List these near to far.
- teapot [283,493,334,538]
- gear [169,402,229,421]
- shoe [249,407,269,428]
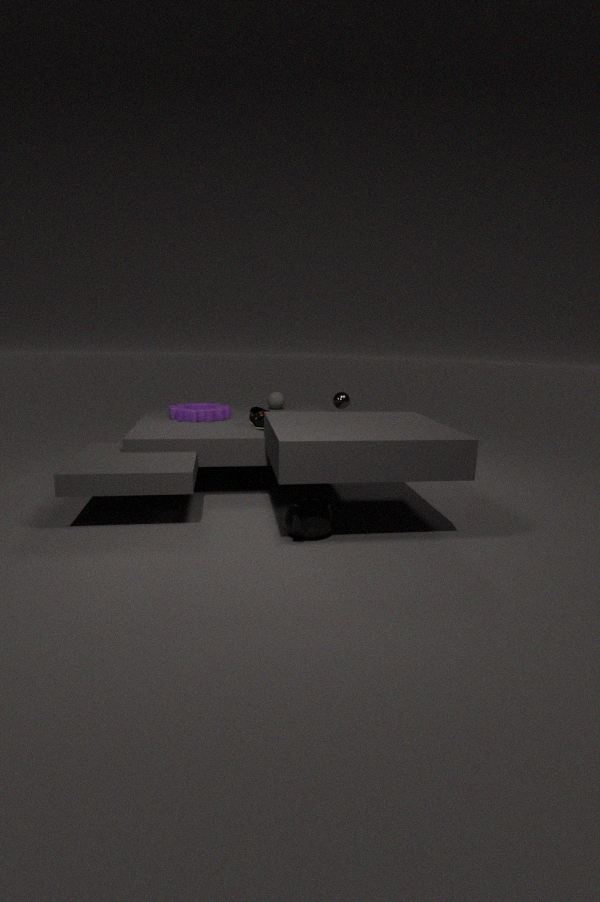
teapot [283,493,334,538] → shoe [249,407,269,428] → gear [169,402,229,421]
